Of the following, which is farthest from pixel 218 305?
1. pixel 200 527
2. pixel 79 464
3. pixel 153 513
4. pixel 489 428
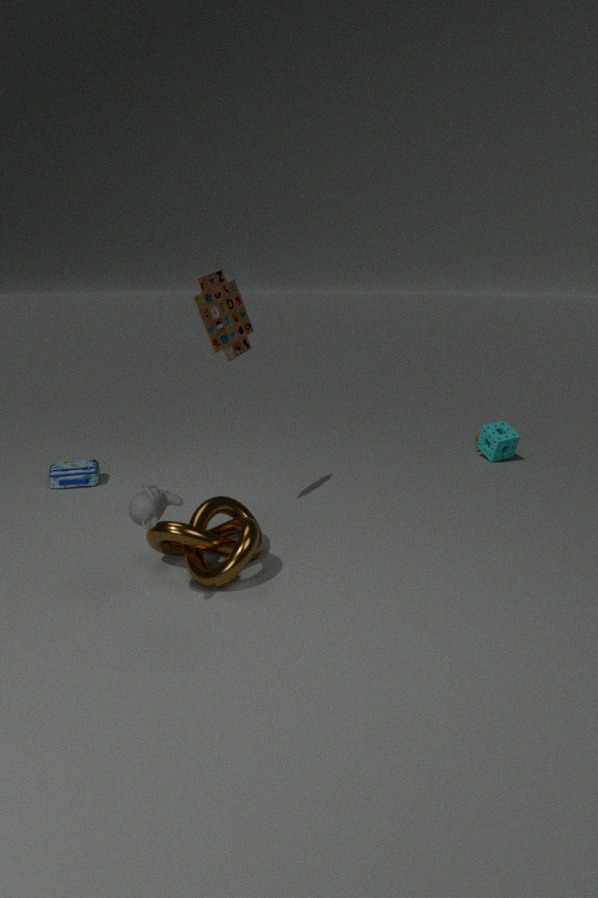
pixel 489 428
